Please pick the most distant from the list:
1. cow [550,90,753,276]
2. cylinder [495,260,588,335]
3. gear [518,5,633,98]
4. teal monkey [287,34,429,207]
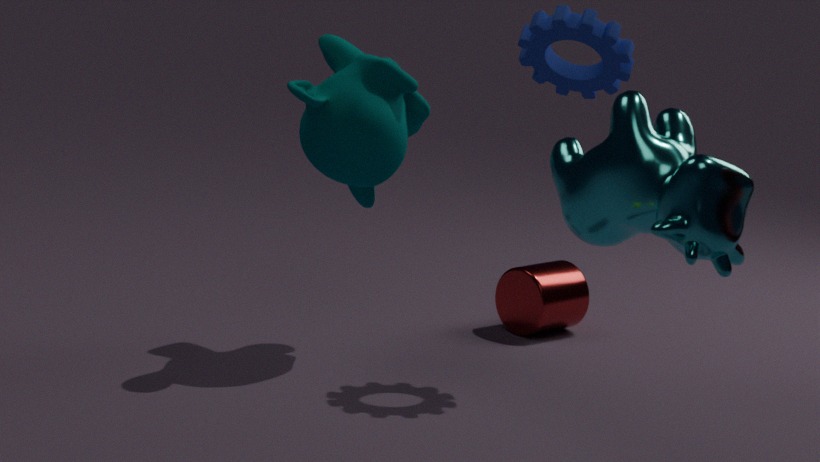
cylinder [495,260,588,335]
